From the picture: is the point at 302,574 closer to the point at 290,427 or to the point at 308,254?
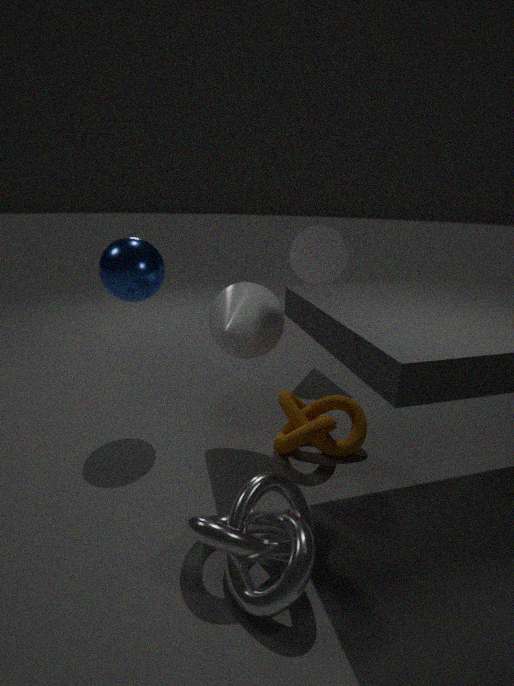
the point at 290,427
